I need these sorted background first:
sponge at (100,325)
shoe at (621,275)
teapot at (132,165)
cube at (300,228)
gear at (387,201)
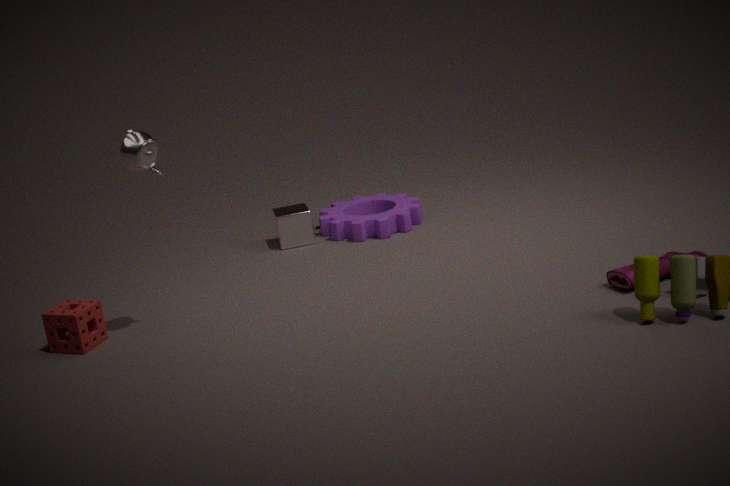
cube at (300,228)
gear at (387,201)
sponge at (100,325)
shoe at (621,275)
teapot at (132,165)
